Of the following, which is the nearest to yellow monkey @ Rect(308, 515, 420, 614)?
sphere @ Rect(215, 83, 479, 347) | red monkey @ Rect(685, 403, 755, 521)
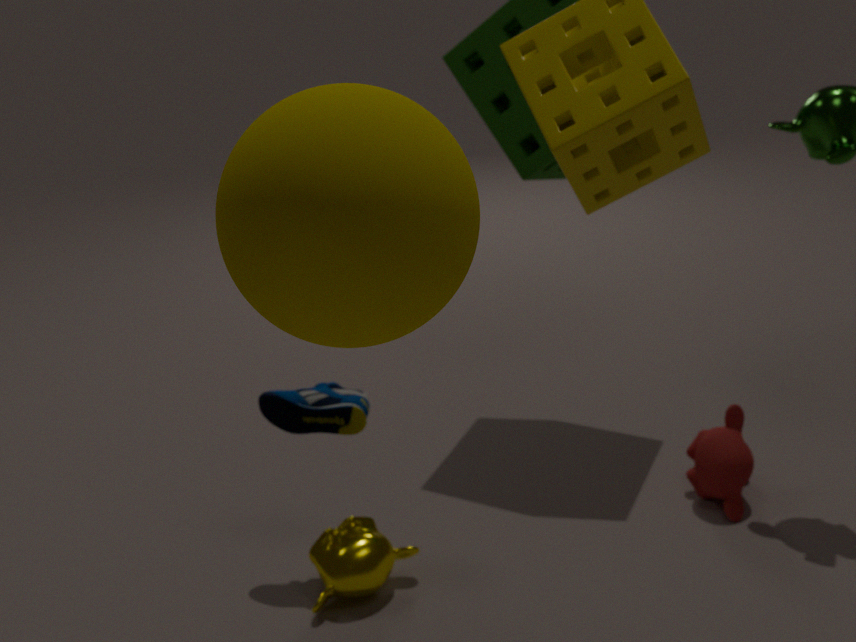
red monkey @ Rect(685, 403, 755, 521)
